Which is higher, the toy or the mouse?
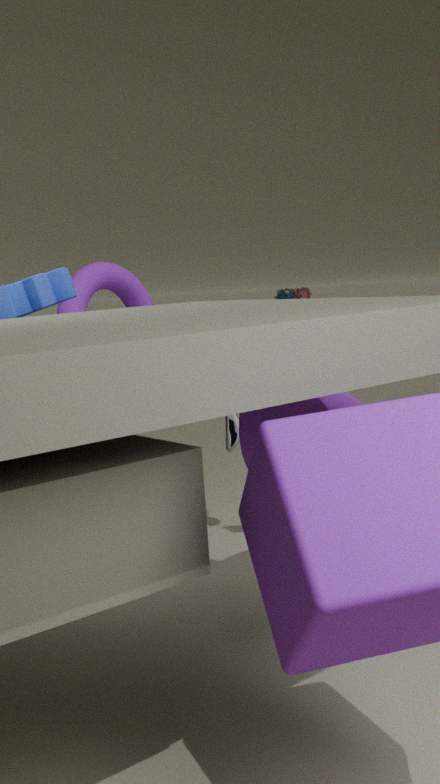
the toy
